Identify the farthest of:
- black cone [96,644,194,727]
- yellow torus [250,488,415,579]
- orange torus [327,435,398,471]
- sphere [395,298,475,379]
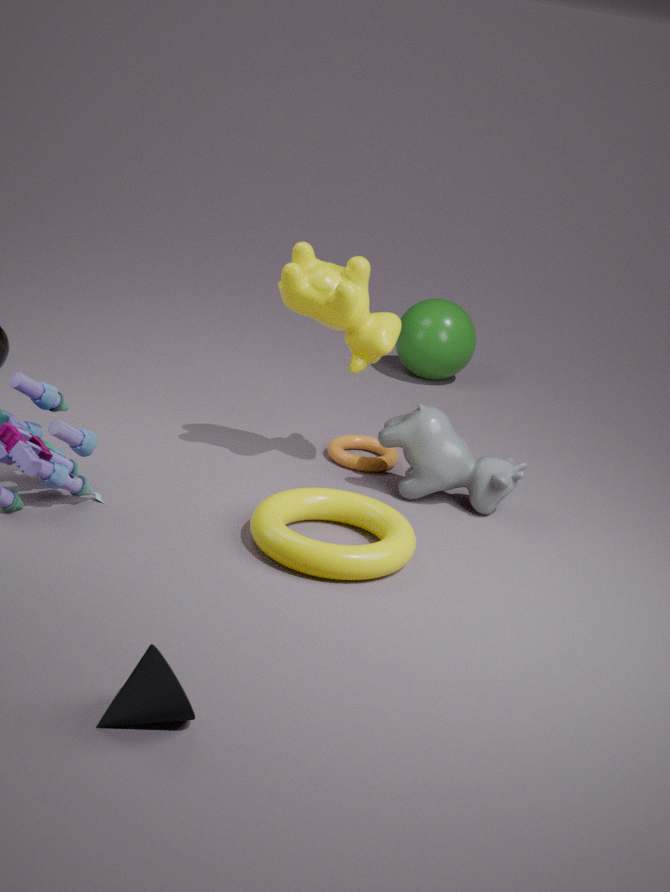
sphere [395,298,475,379]
